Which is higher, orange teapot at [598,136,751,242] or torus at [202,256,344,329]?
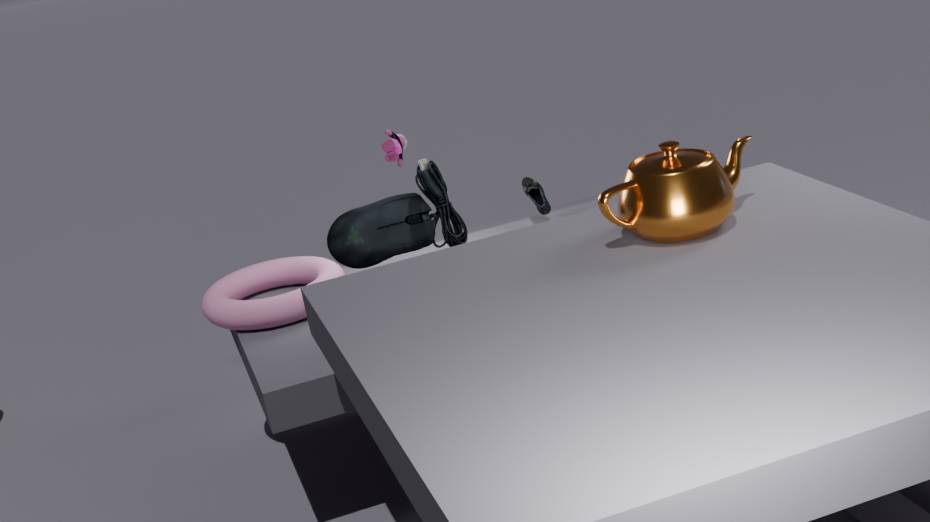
orange teapot at [598,136,751,242]
